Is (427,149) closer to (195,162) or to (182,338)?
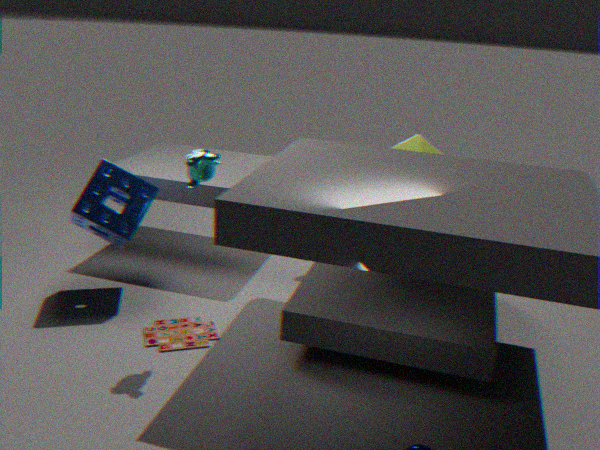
(195,162)
